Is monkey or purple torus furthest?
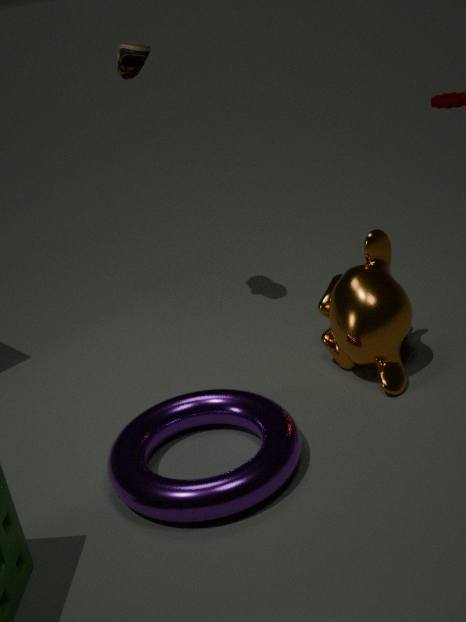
monkey
